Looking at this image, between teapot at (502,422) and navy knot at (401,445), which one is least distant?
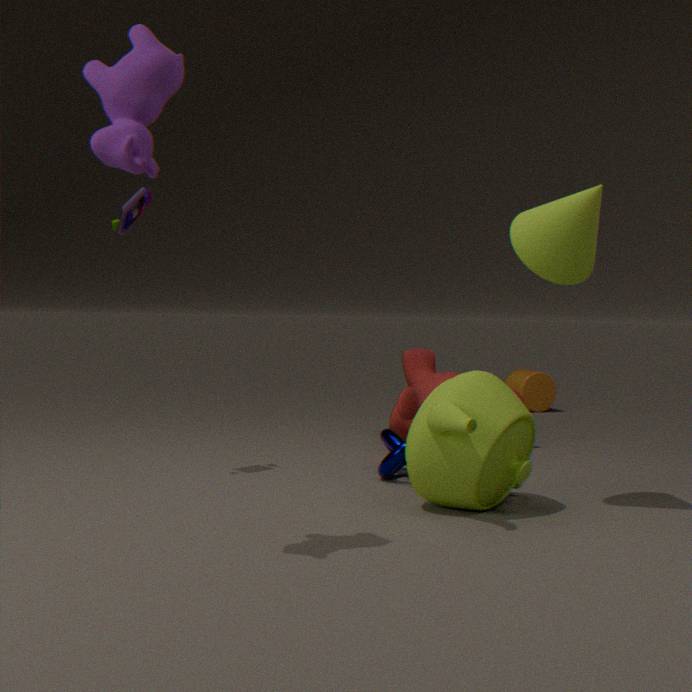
teapot at (502,422)
